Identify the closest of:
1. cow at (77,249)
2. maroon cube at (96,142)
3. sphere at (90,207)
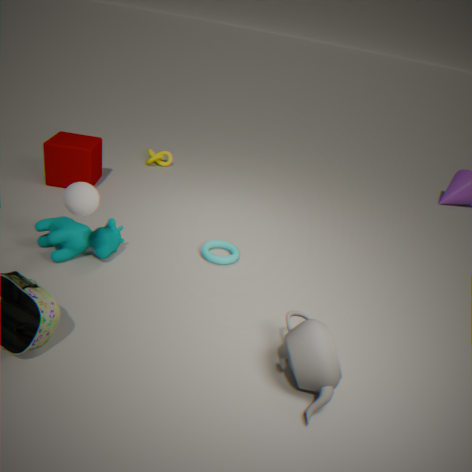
sphere at (90,207)
